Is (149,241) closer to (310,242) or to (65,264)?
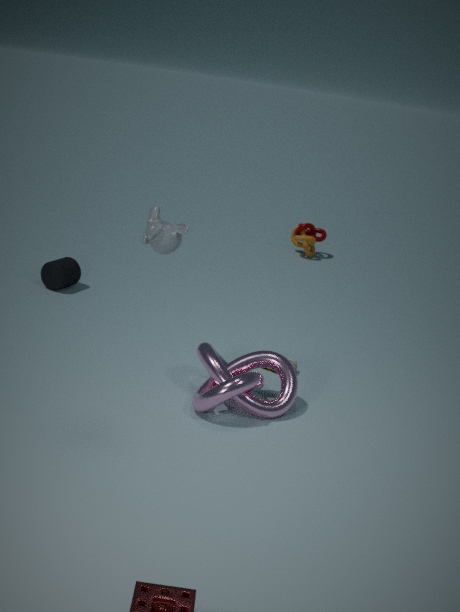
(65,264)
